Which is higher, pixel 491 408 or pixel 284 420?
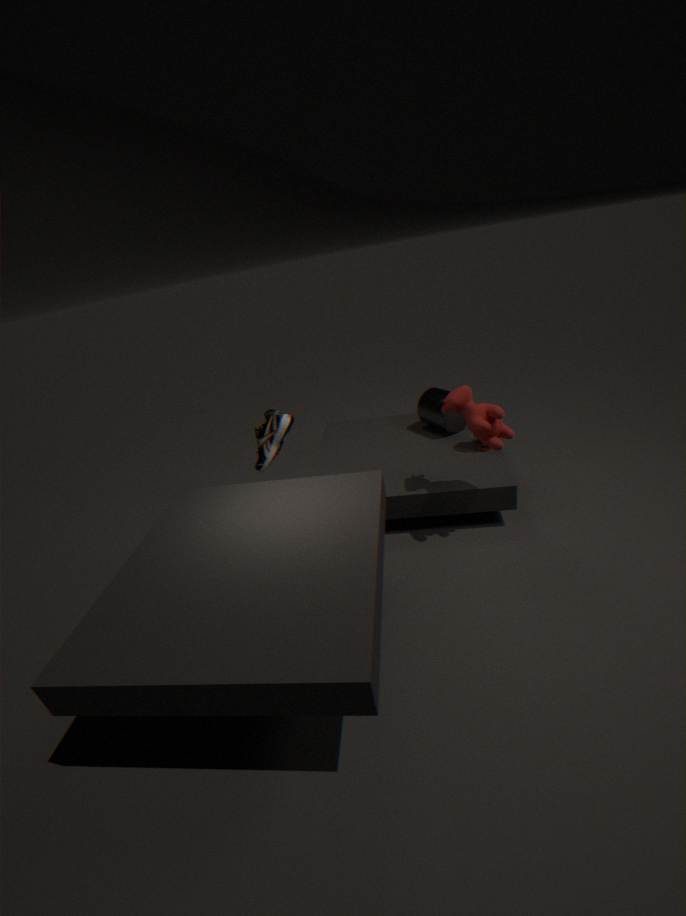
pixel 491 408
